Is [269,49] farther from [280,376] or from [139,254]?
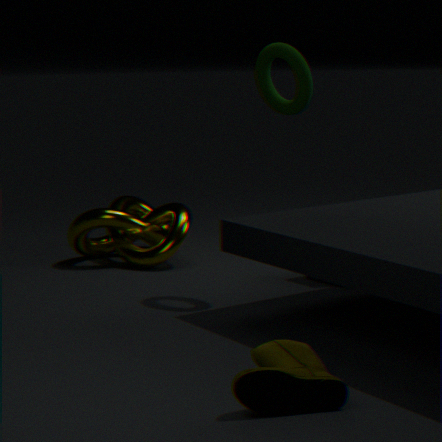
[280,376]
